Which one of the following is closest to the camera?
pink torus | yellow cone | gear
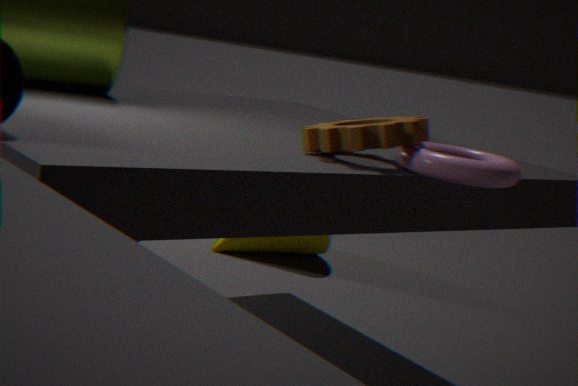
pink torus
